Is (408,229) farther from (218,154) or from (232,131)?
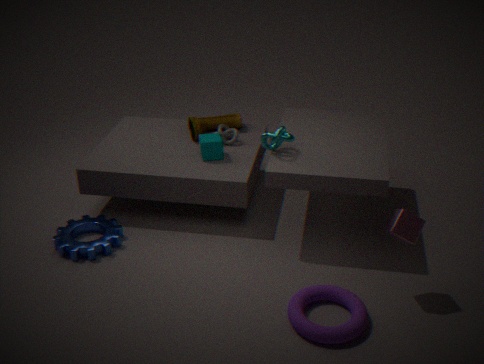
(232,131)
